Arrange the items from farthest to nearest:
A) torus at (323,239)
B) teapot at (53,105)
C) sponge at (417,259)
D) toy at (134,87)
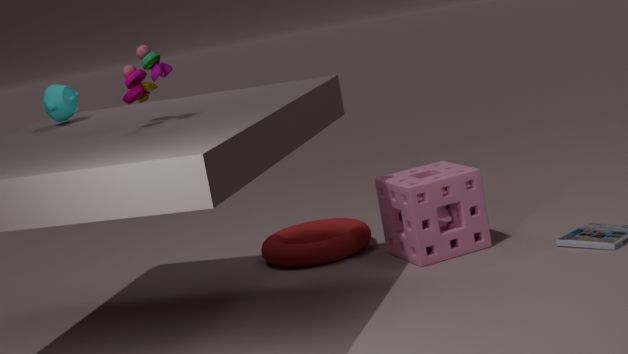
torus at (323,239), sponge at (417,259), teapot at (53,105), toy at (134,87)
